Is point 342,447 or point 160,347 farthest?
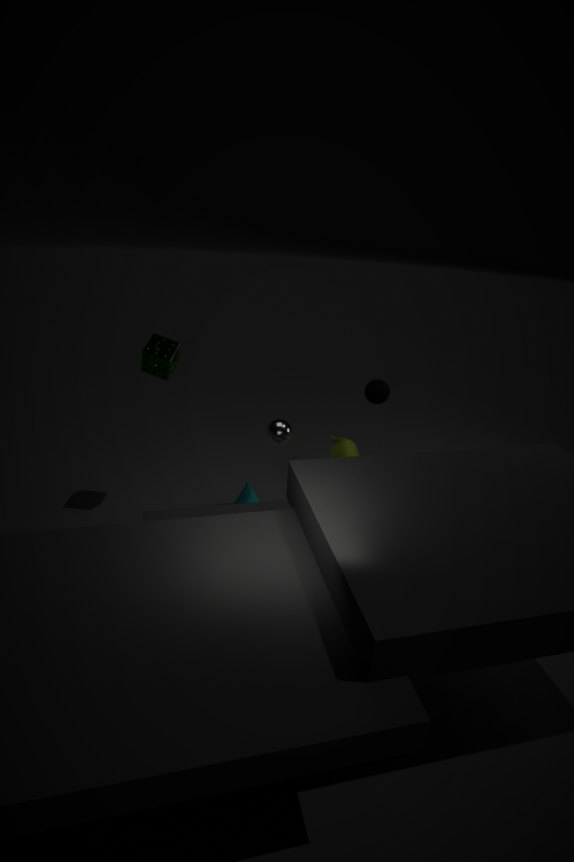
point 342,447
